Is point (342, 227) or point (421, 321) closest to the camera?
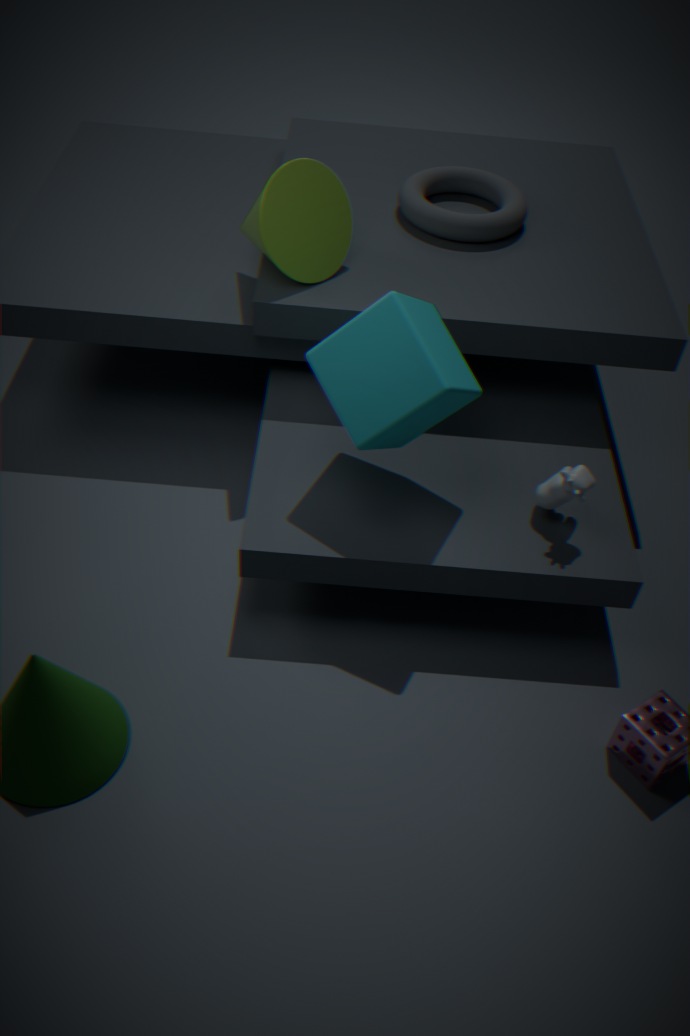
point (421, 321)
